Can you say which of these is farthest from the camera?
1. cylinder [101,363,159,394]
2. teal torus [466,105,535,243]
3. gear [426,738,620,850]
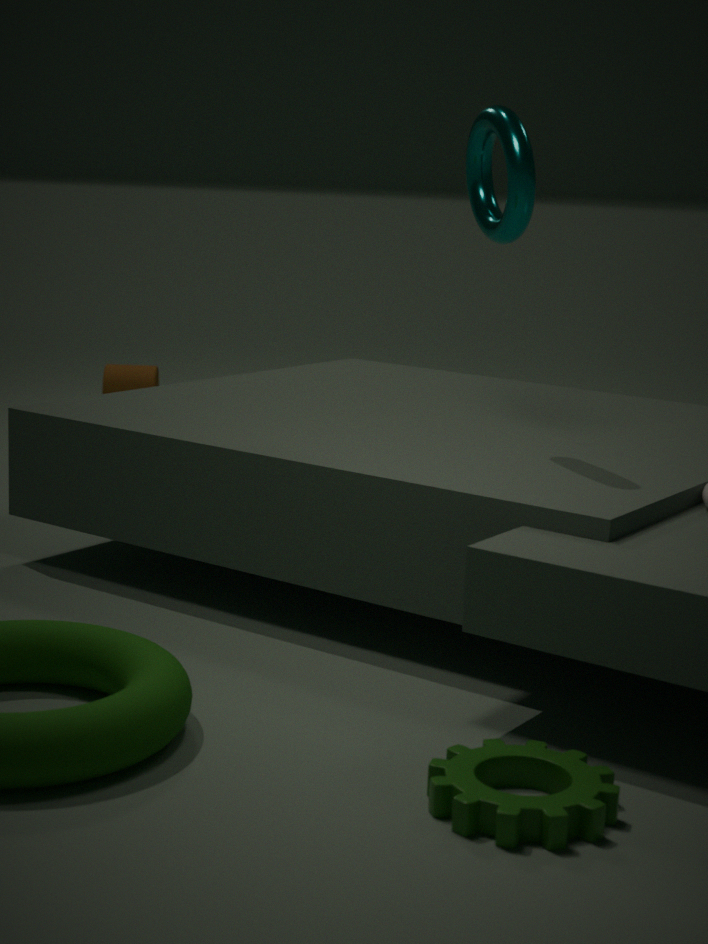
cylinder [101,363,159,394]
